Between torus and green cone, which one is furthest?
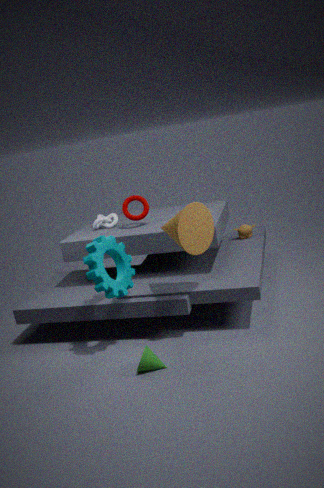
torus
